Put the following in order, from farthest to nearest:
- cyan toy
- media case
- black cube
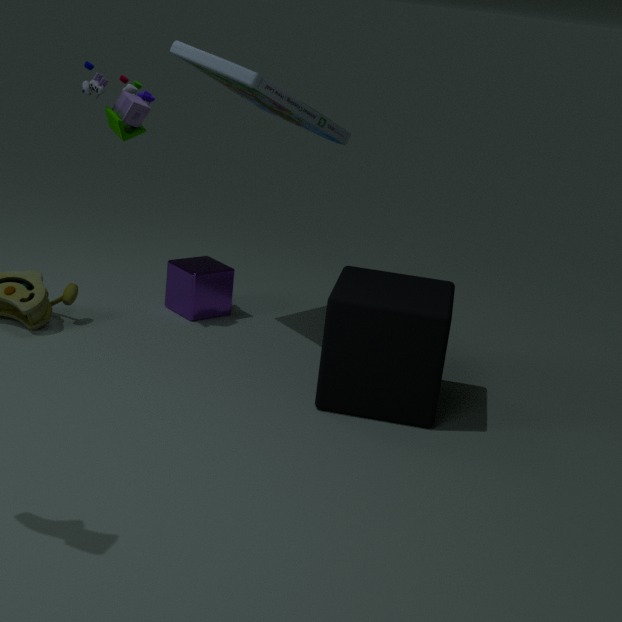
1. cyan toy
2. media case
3. black cube
